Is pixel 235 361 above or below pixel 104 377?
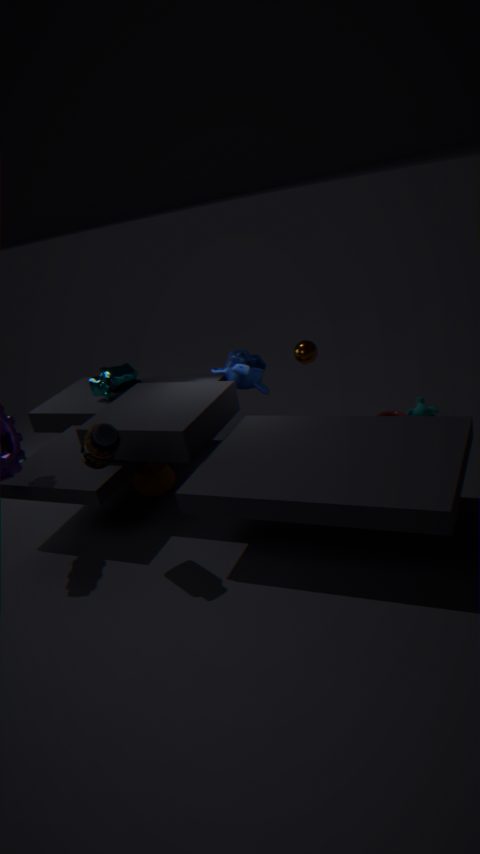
below
